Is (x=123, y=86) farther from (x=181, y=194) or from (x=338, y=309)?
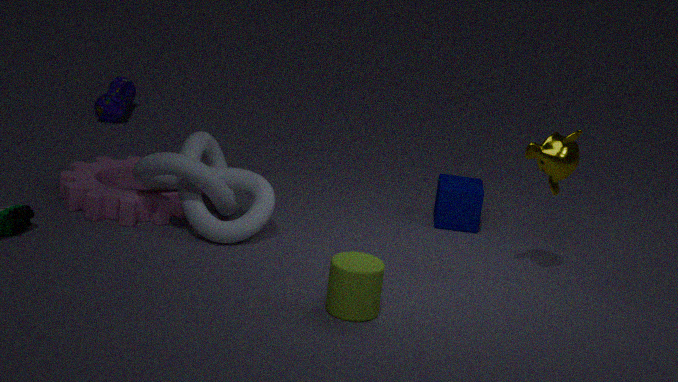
(x=338, y=309)
